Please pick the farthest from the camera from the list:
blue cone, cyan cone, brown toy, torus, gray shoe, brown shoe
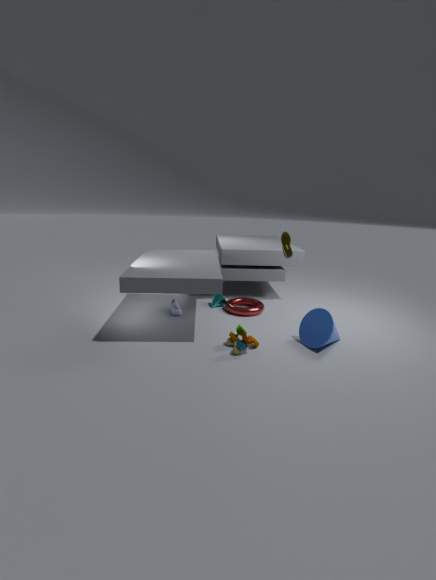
cyan cone
